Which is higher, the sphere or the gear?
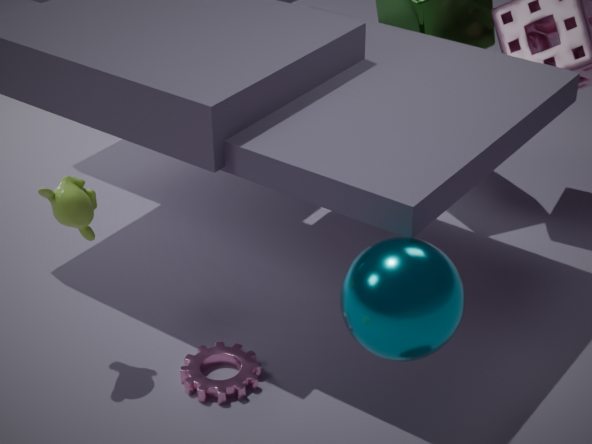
the sphere
